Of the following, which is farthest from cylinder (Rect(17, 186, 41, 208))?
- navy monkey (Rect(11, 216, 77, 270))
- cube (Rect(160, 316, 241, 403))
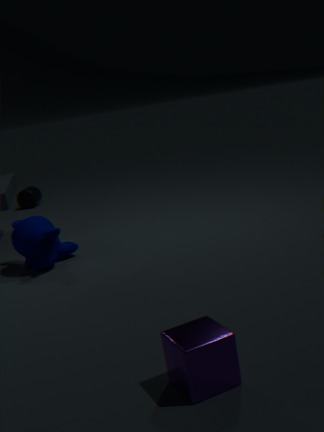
cube (Rect(160, 316, 241, 403))
